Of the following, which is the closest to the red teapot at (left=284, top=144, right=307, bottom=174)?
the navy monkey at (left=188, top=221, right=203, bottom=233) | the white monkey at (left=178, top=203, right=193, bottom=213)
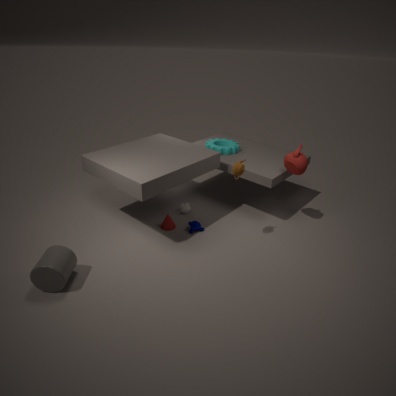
the navy monkey at (left=188, top=221, right=203, bottom=233)
